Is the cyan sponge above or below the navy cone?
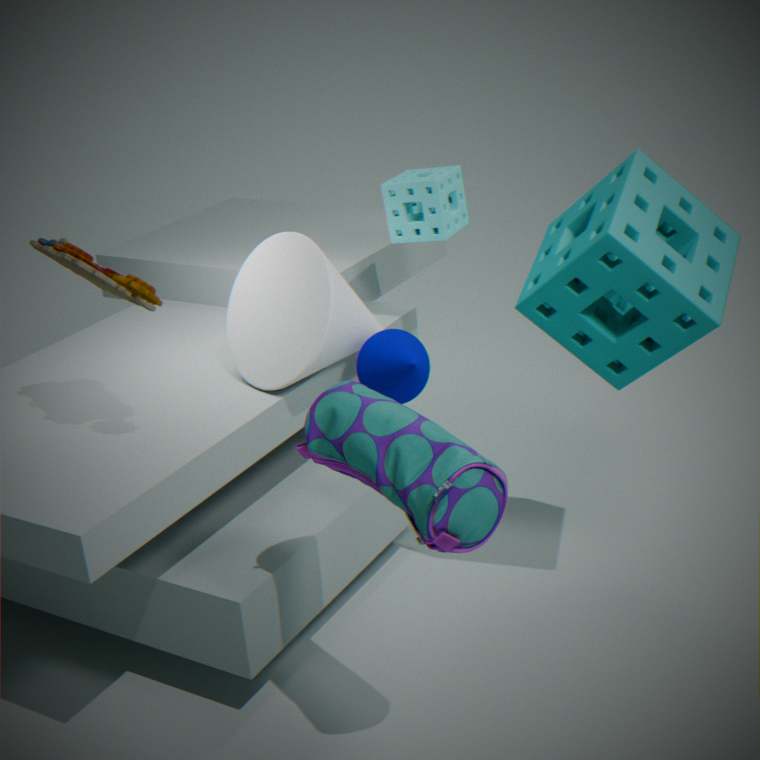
above
